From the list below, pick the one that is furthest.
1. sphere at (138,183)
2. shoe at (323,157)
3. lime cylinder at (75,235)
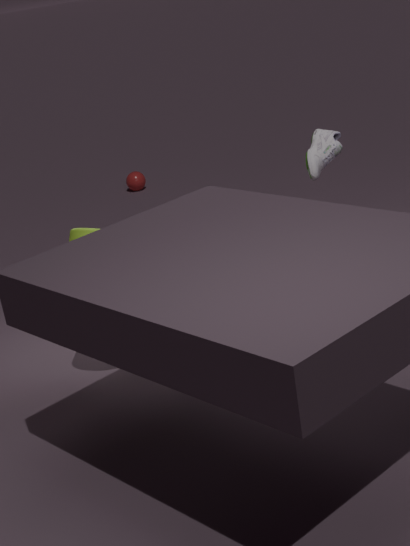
sphere at (138,183)
